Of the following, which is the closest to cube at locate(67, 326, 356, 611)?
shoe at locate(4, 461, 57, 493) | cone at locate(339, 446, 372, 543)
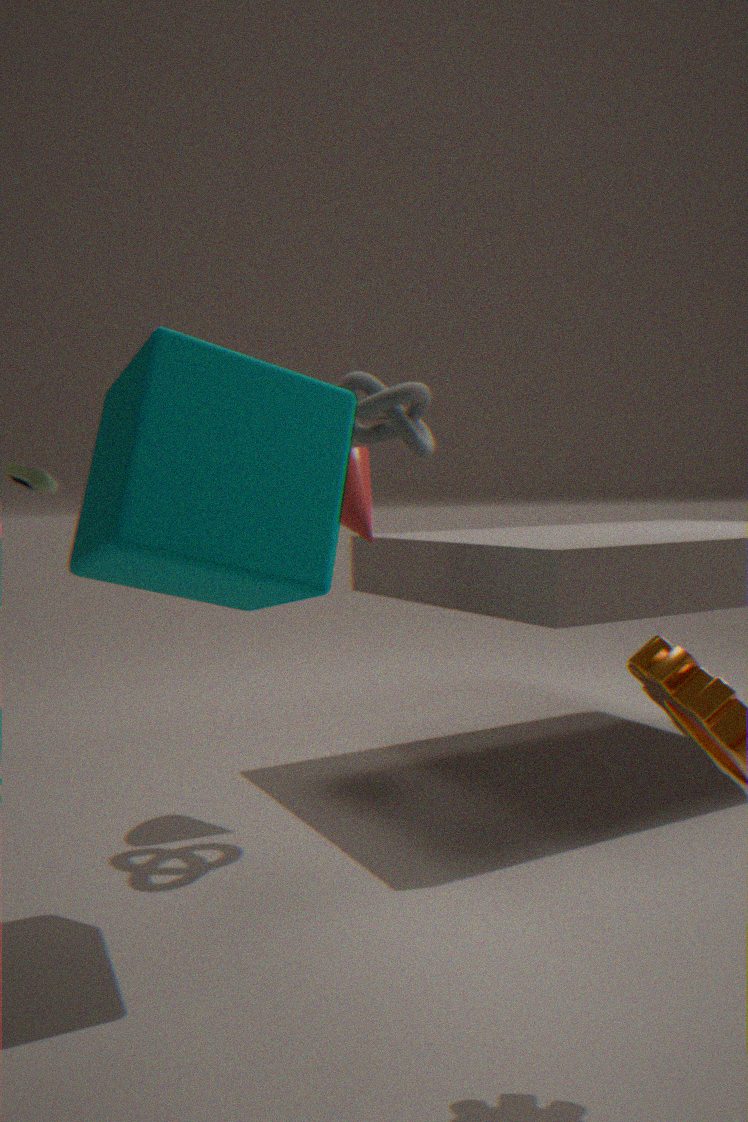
cone at locate(339, 446, 372, 543)
